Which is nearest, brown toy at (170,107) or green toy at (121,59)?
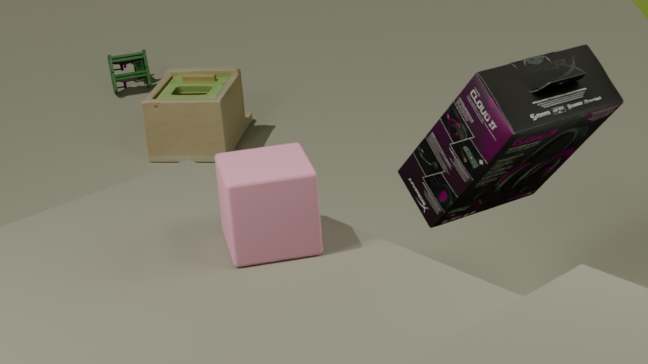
brown toy at (170,107)
